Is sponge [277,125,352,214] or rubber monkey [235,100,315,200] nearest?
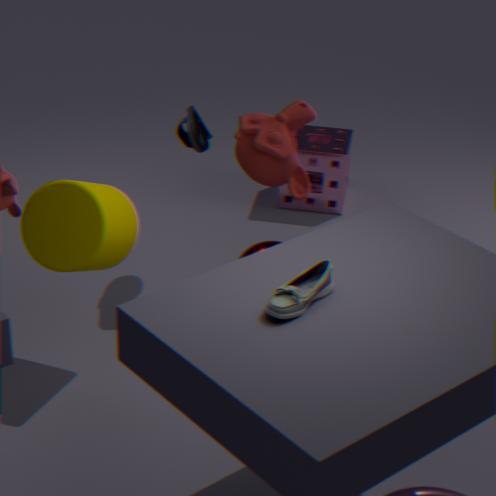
rubber monkey [235,100,315,200]
